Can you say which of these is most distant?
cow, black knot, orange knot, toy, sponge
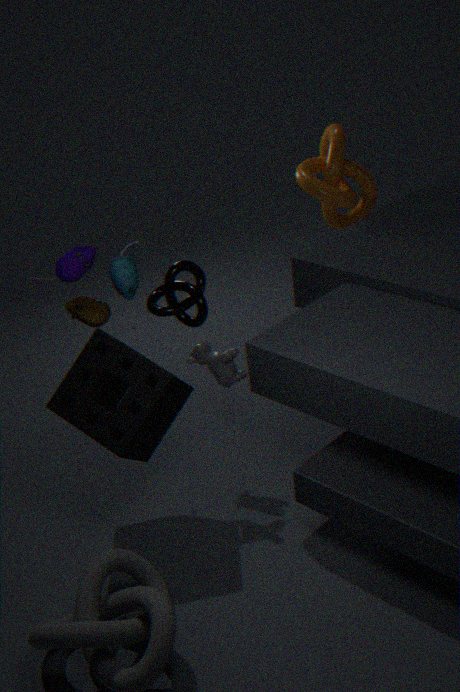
orange knot
